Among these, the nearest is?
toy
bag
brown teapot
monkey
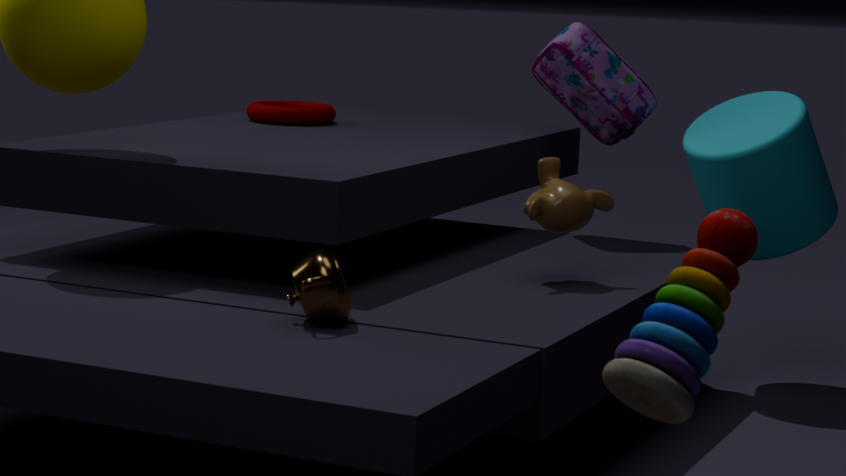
toy
